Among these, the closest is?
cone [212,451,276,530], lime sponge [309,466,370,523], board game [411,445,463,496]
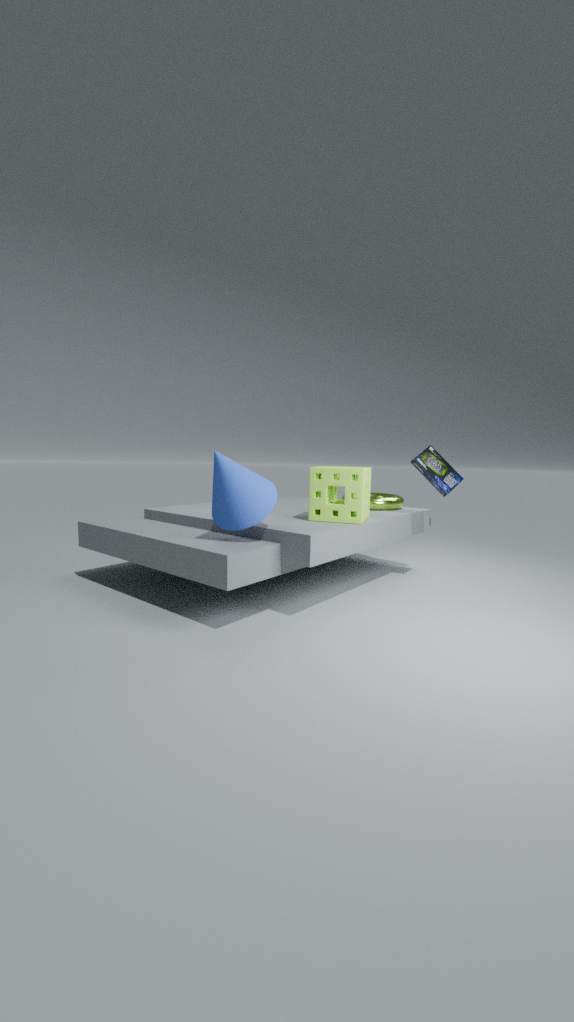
Answer: cone [212,451,276,530]
